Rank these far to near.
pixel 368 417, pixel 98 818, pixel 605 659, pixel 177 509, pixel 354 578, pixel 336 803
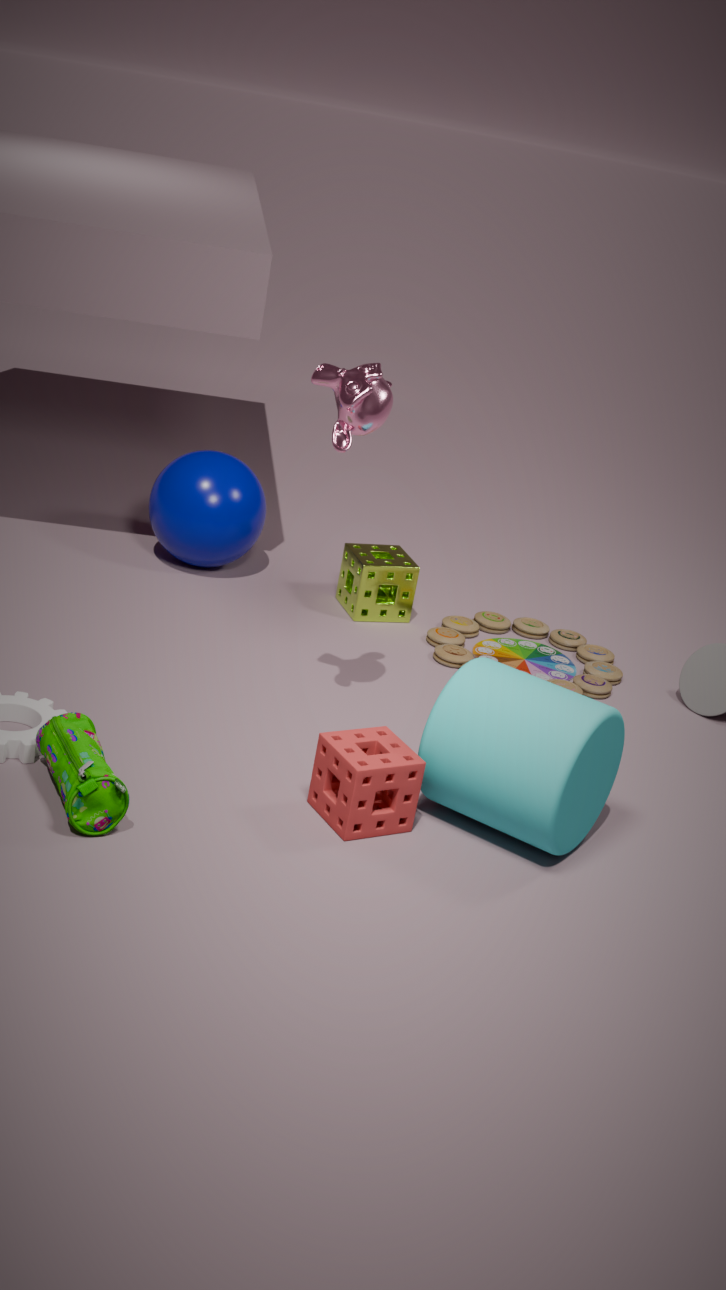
pixel 354 578 < pixel 177 509 < pixel 605 659 < pixel 368 417 < pixel 336 803 < pixel 98 818
